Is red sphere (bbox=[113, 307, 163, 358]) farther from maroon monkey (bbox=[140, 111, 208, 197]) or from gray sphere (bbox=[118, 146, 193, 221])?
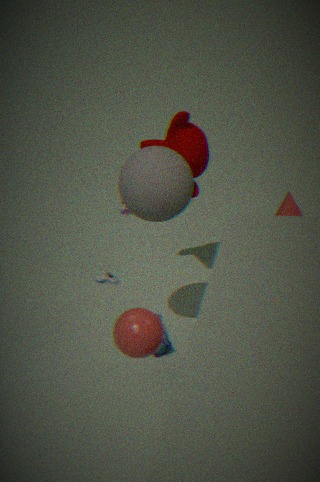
maroon monkey (bbox=[140, 111, 208, 197])
